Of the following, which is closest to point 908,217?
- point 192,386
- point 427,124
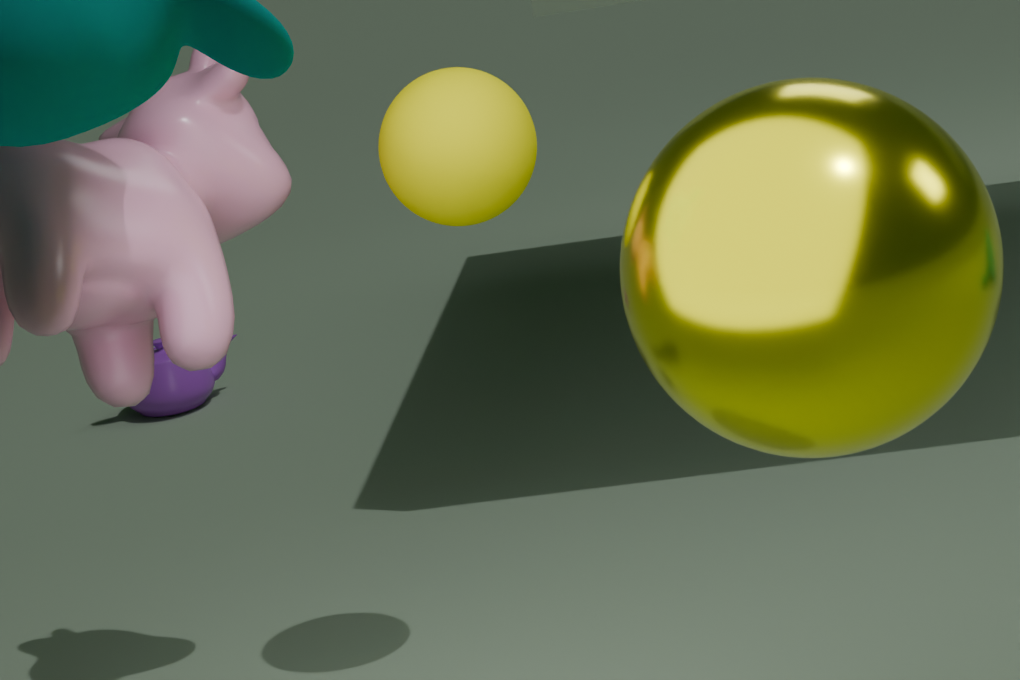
point 427,124
